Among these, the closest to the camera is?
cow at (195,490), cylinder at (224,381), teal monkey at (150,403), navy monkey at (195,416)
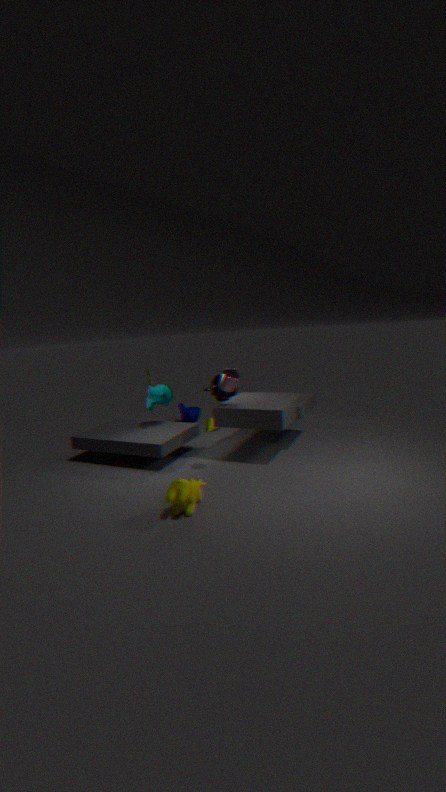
cow at (195,490)
